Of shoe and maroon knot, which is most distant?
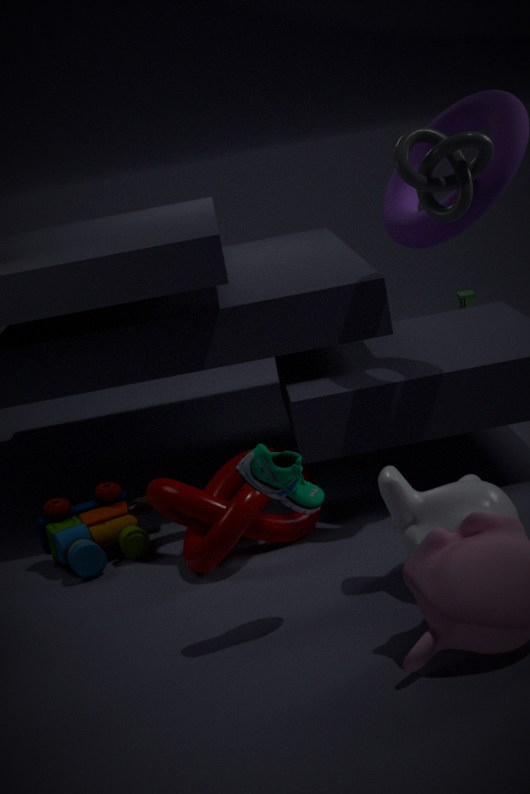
maroon knot
